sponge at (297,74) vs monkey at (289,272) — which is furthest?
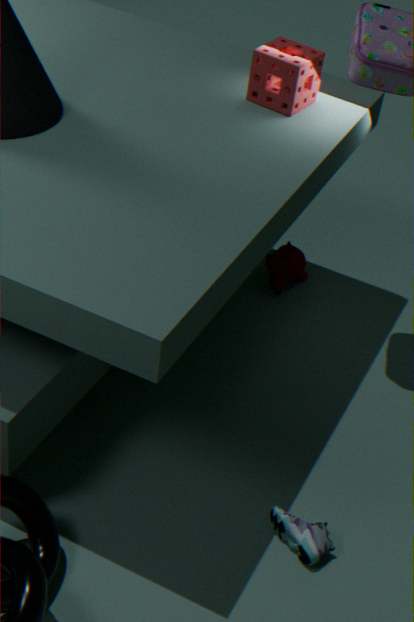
monkey at (289,272)
